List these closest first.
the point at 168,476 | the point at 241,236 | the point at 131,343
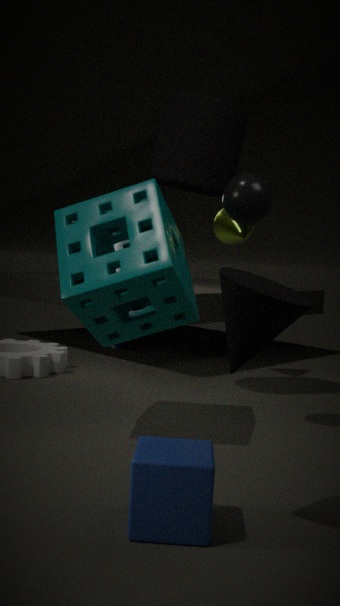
the point at 168,476 → the point at 241,236 → the point at 131,343
